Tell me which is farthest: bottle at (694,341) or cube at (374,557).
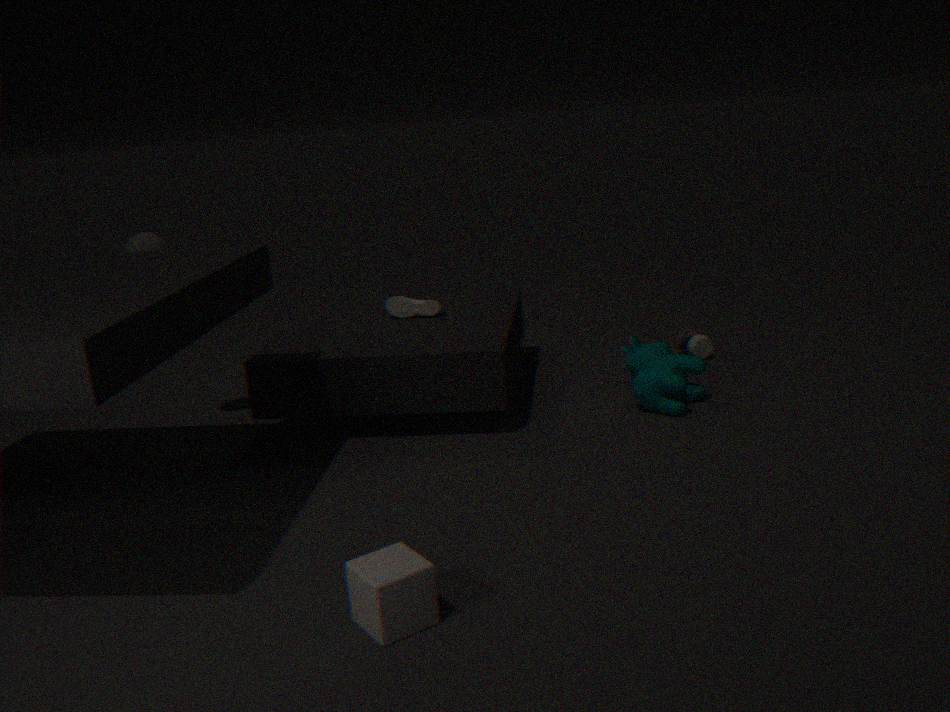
bottle at (694,341)
